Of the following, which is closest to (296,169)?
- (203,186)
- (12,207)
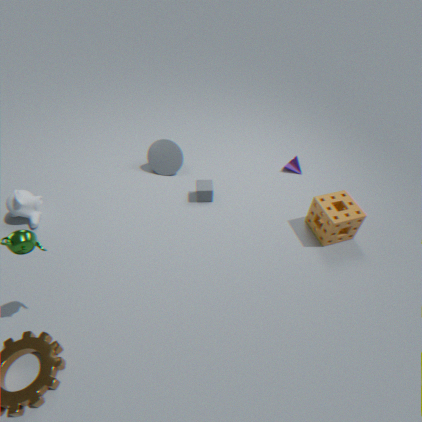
(203,186)
